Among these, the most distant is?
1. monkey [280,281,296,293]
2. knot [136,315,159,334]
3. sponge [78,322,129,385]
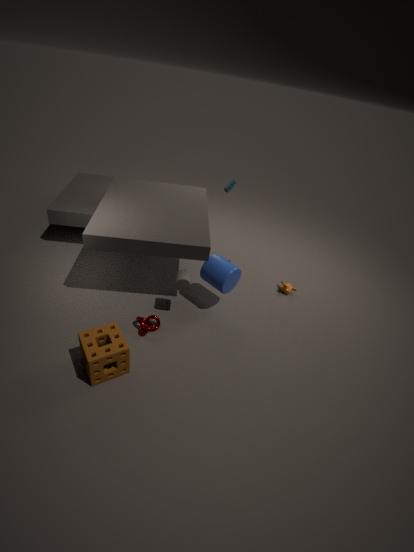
monkey [280,281,296,293]
